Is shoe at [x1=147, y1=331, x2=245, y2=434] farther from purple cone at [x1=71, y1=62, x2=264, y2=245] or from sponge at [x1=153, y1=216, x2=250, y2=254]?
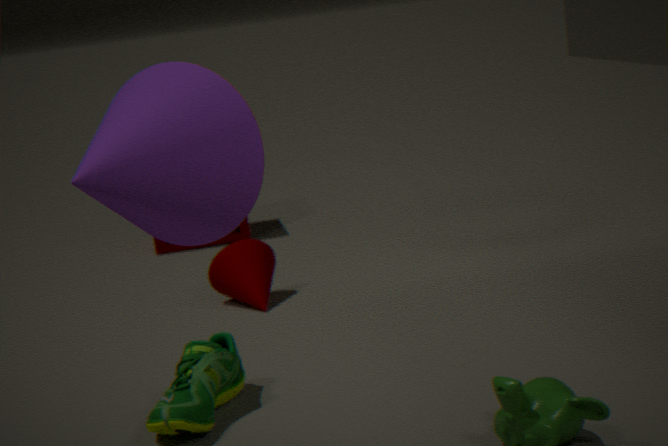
sponge at [x1=153, y1=216, x2=250, y2=254]
